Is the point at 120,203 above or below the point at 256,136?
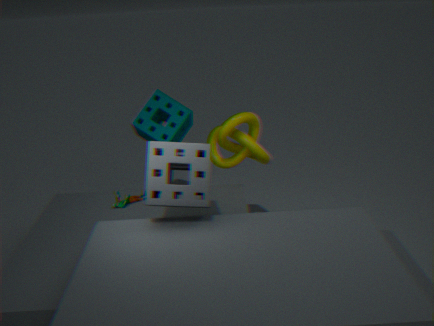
below
